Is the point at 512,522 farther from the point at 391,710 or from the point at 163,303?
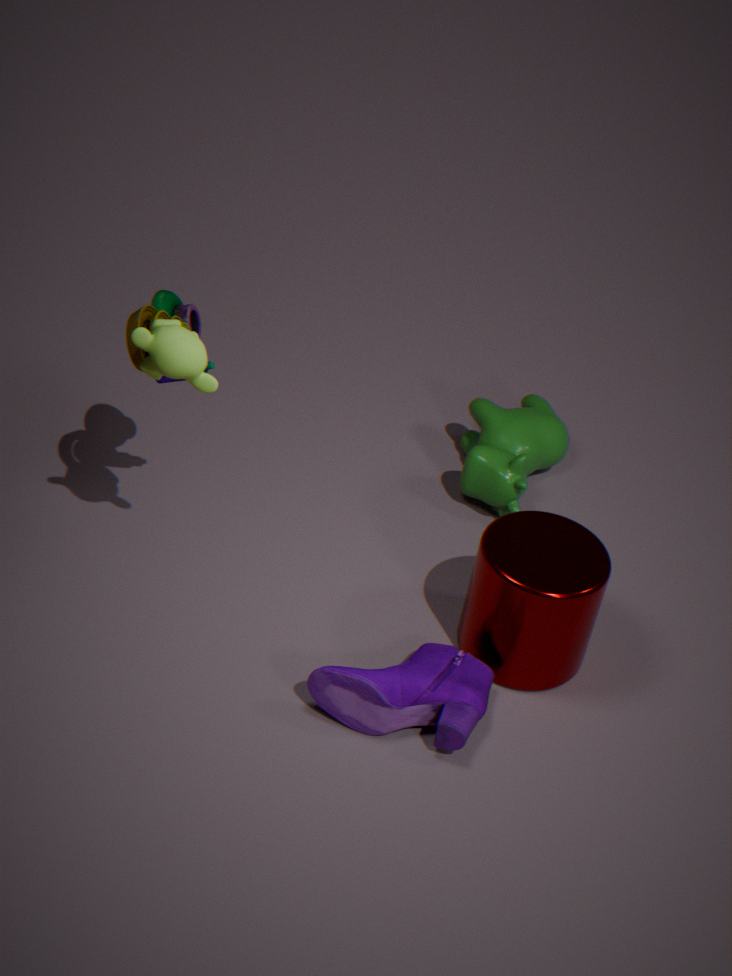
the point at 163,303
